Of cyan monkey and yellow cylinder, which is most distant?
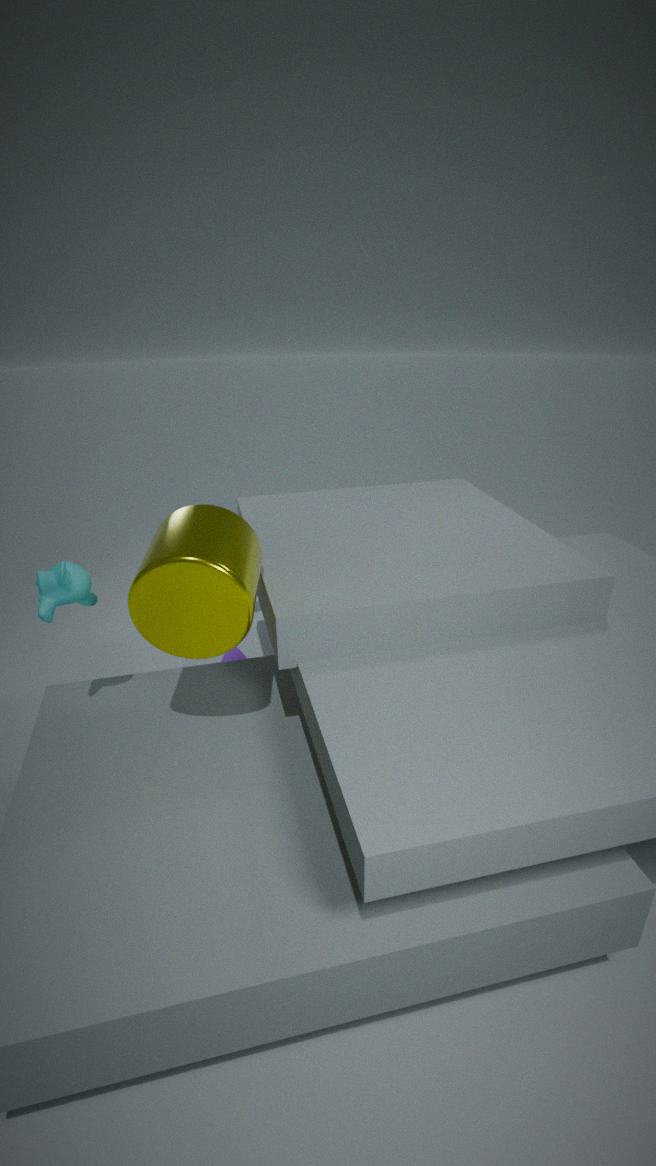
cyan monkey
